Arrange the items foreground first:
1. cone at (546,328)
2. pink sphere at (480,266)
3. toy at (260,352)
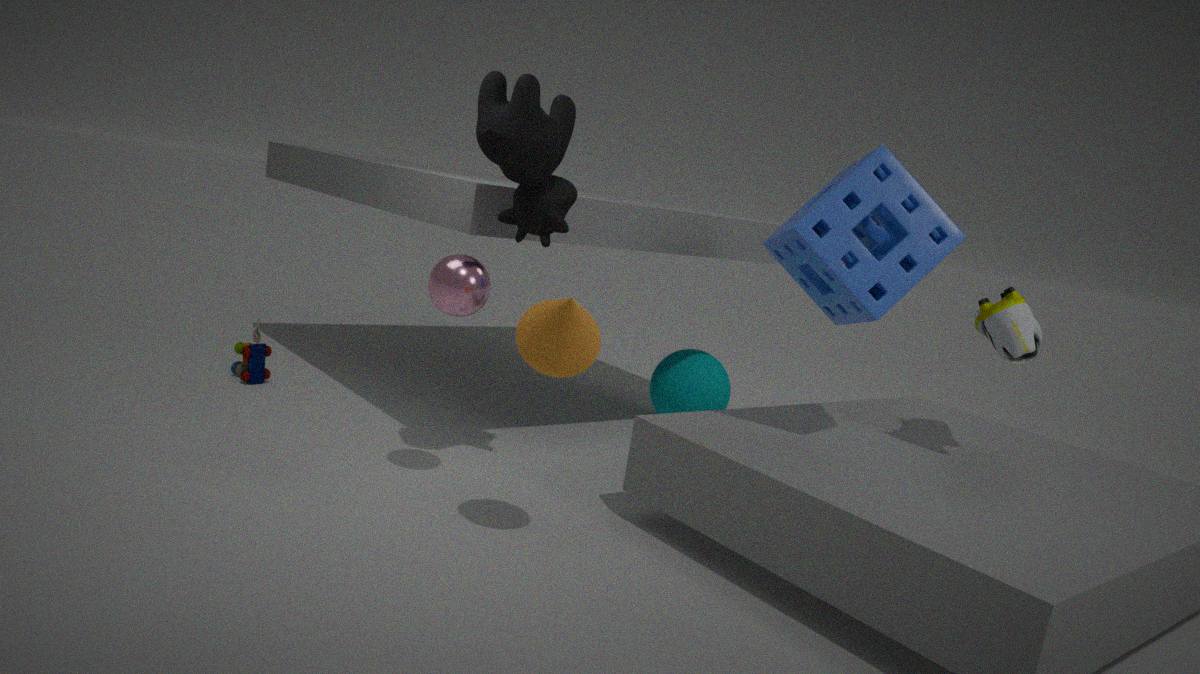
cone at (546,328) < pink sphere at (480,266) < toy at (260,352)
